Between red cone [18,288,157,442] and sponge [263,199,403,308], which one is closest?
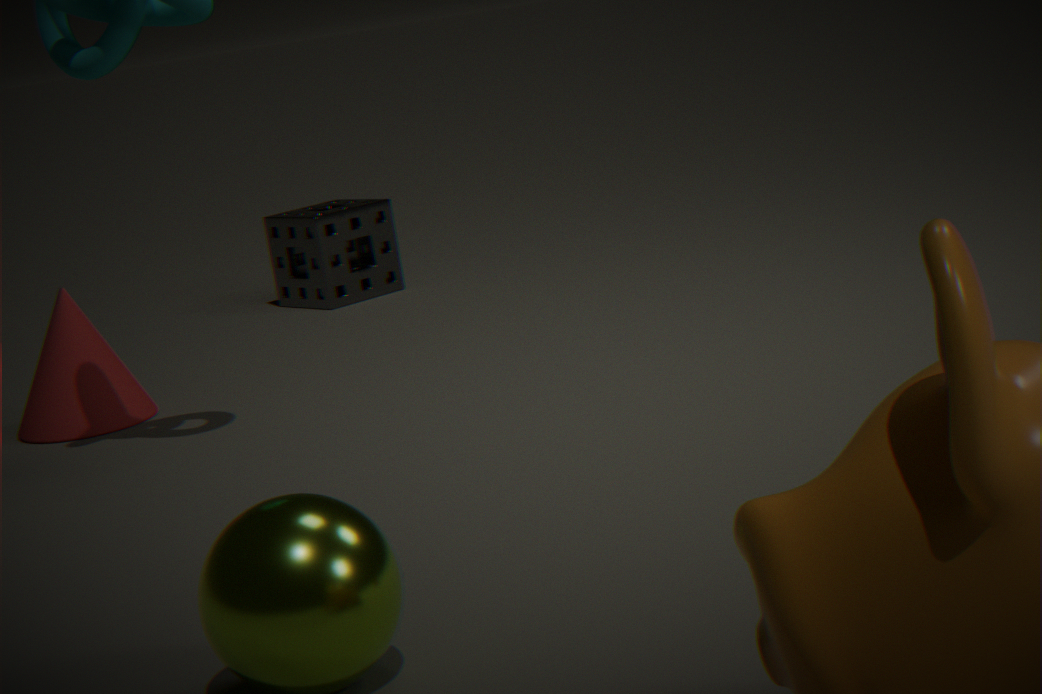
red cone [18,288,157,442]
